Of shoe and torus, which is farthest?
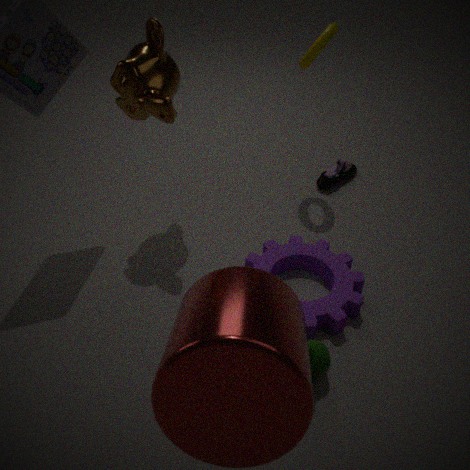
shoe
